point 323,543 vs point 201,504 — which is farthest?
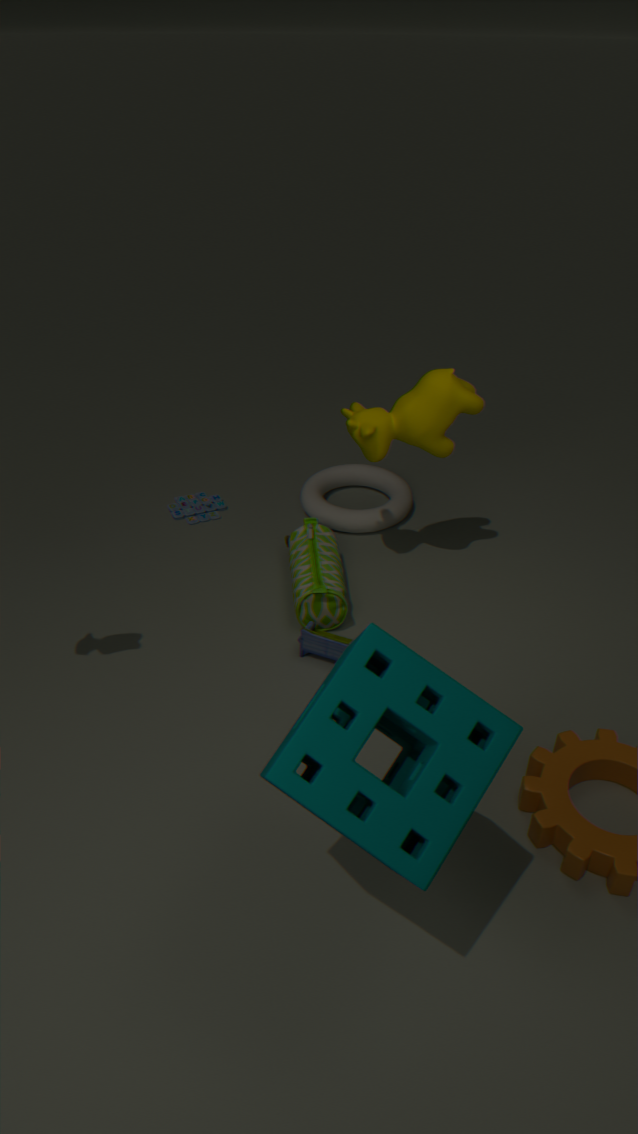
point 201,504
